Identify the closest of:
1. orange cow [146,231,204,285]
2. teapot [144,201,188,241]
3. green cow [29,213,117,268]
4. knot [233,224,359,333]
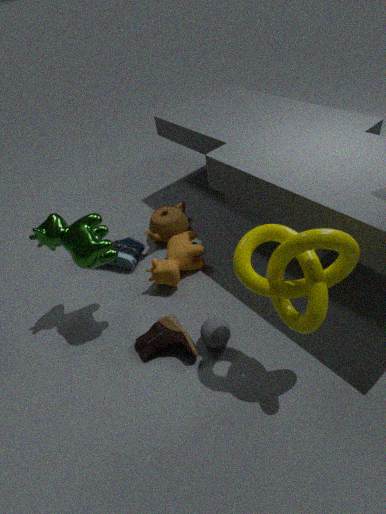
knot [233,224,359,333]
